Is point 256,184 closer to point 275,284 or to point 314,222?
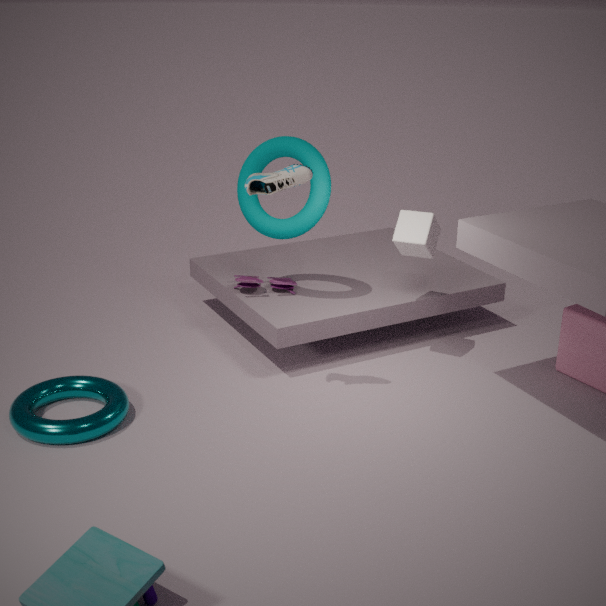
point 314,222
